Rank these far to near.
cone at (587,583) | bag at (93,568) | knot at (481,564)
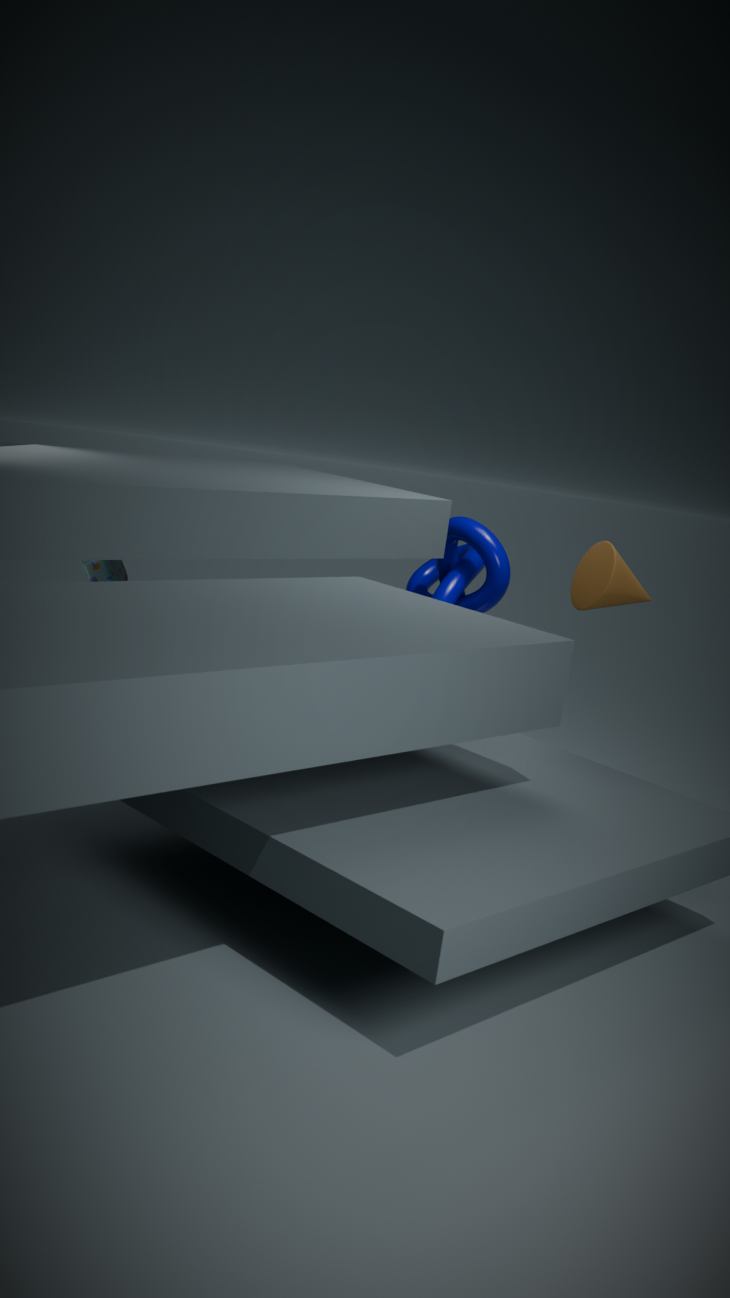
1. knot at (481,564)
2. bag at (93,568)
3. cone at (587,583)
